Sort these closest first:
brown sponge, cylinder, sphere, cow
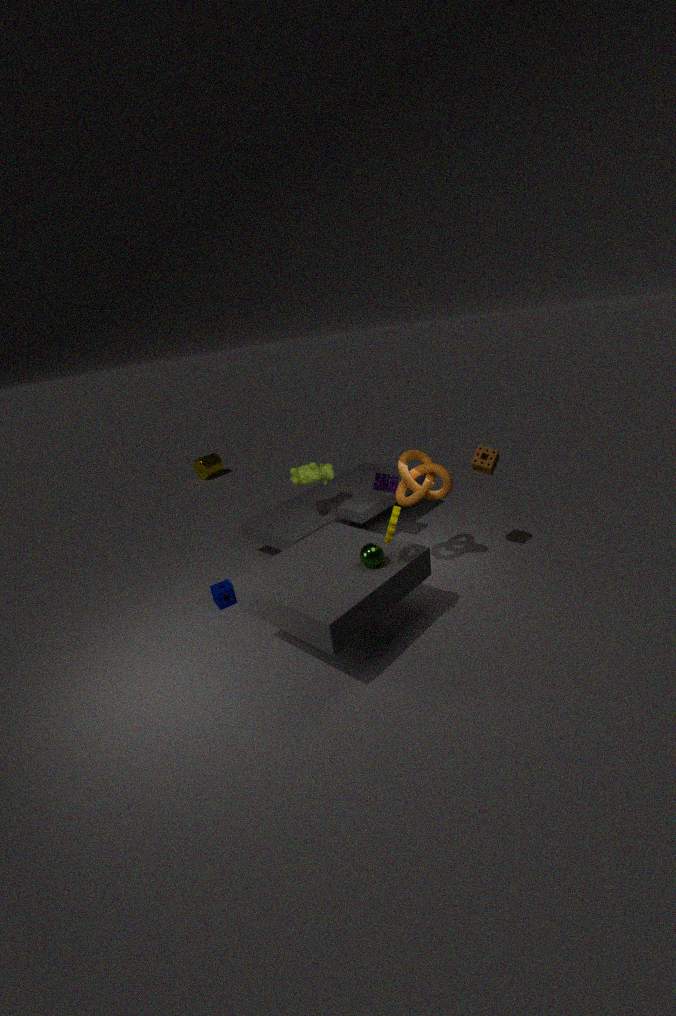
1. sphere
2. brown sponge
3. cow
4. cylinder
